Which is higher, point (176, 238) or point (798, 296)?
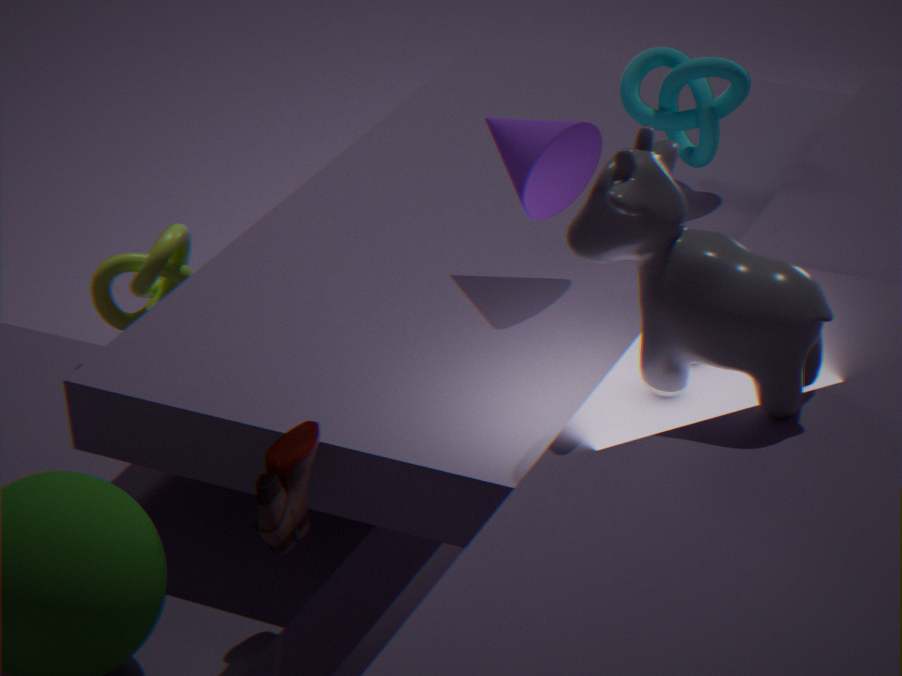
point (798, 296)
